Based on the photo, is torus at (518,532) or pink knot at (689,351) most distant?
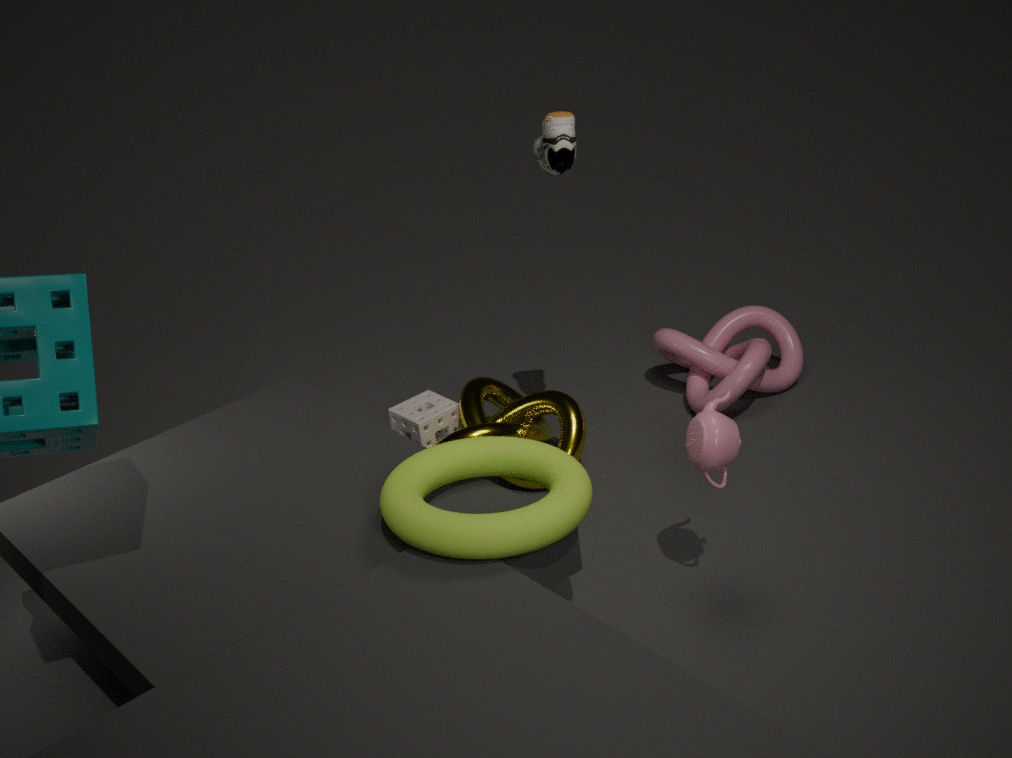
pink knot at (689,351)
